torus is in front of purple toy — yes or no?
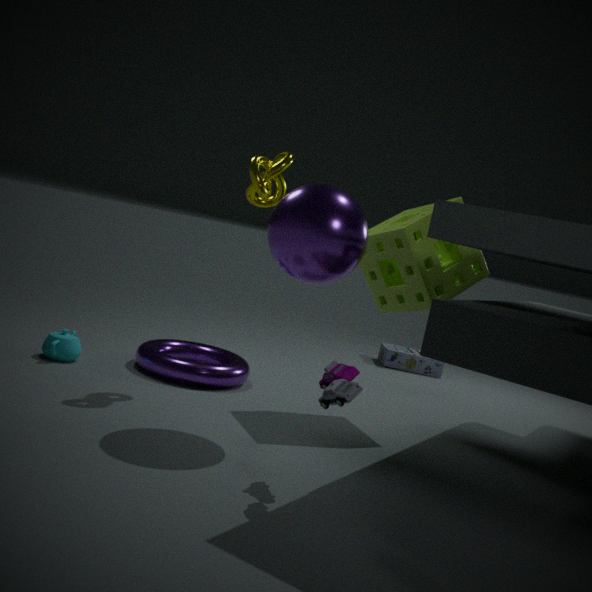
No
